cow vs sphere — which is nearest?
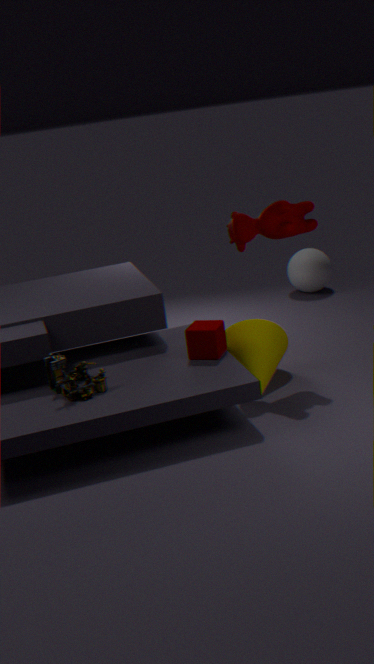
cow
